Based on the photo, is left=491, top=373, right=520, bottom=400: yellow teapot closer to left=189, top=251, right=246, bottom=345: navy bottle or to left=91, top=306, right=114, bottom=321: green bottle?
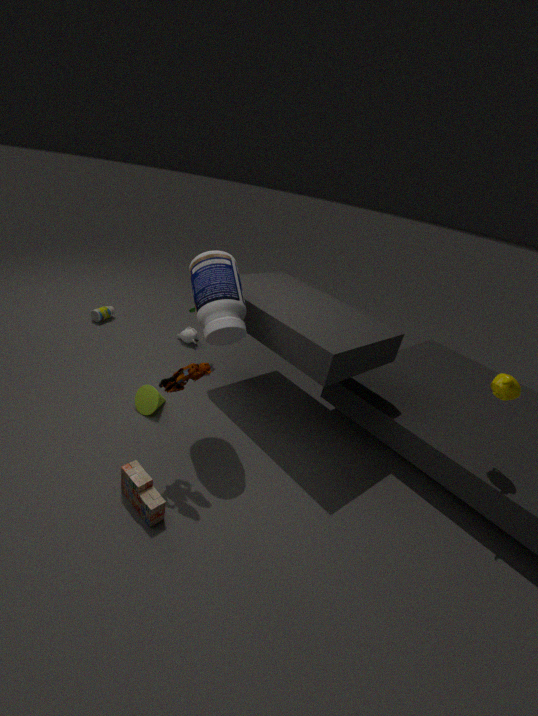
left=189, top=251, right=246, bottom=345: navy bottle
